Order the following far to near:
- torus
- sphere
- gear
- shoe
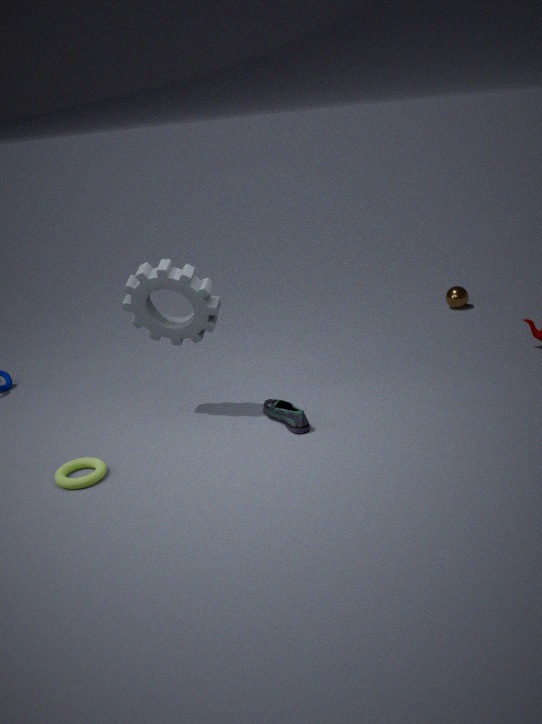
sphere, shoe, gear, torus
